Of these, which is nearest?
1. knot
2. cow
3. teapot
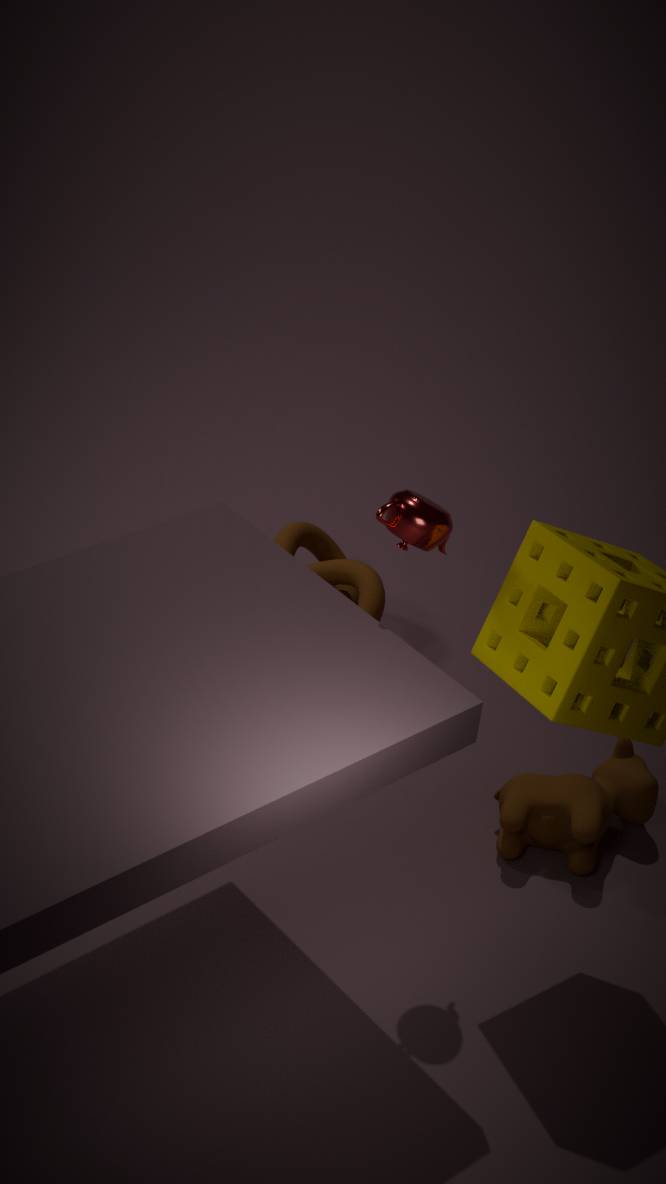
teapot
